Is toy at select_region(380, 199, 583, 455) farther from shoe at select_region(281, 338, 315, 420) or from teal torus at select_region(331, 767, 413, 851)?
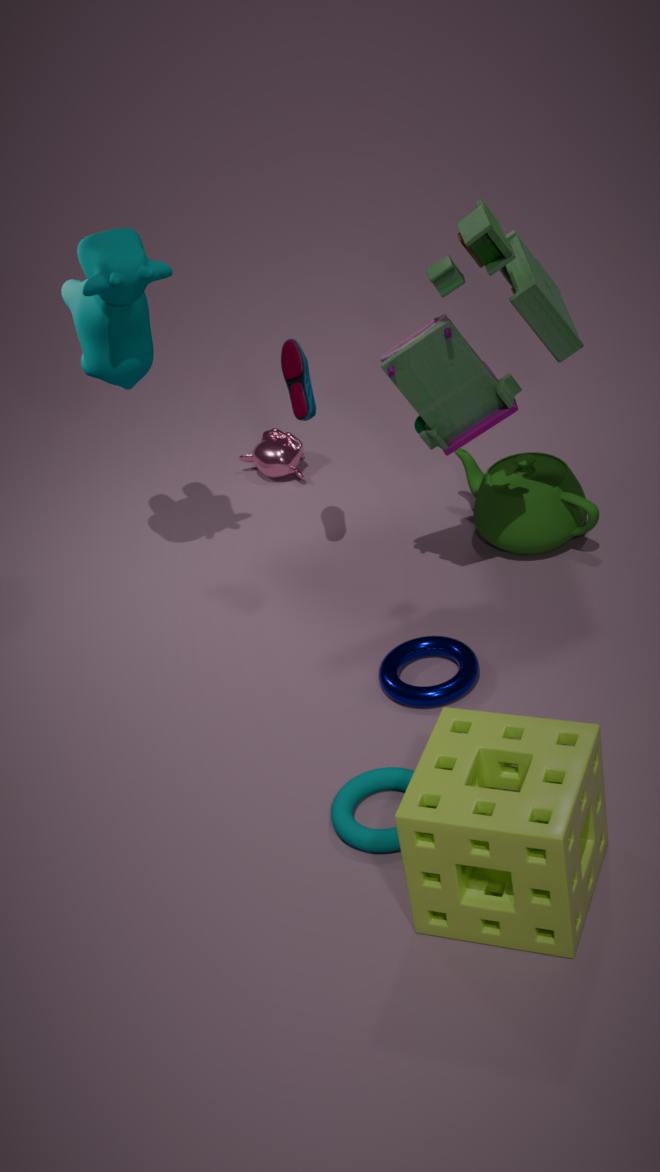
teal torus at select_region(331, 767, 413, 851)
